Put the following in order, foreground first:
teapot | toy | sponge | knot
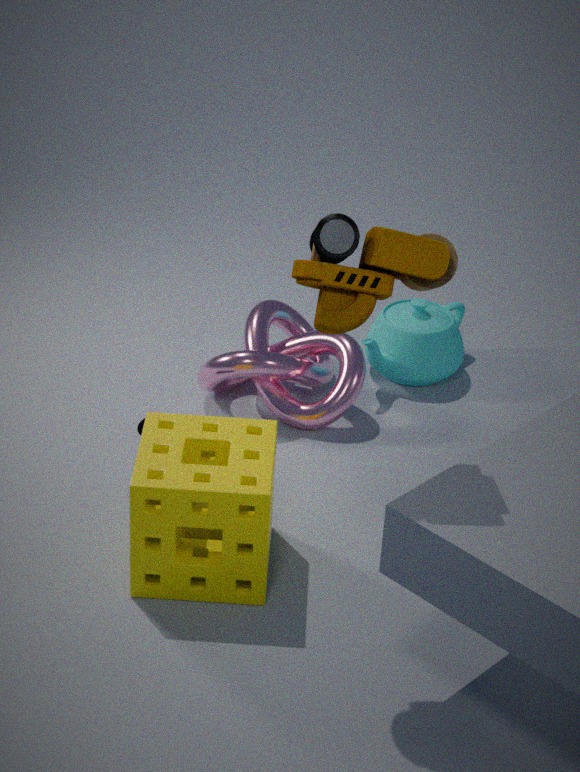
toy < sponge < knot < teapot
